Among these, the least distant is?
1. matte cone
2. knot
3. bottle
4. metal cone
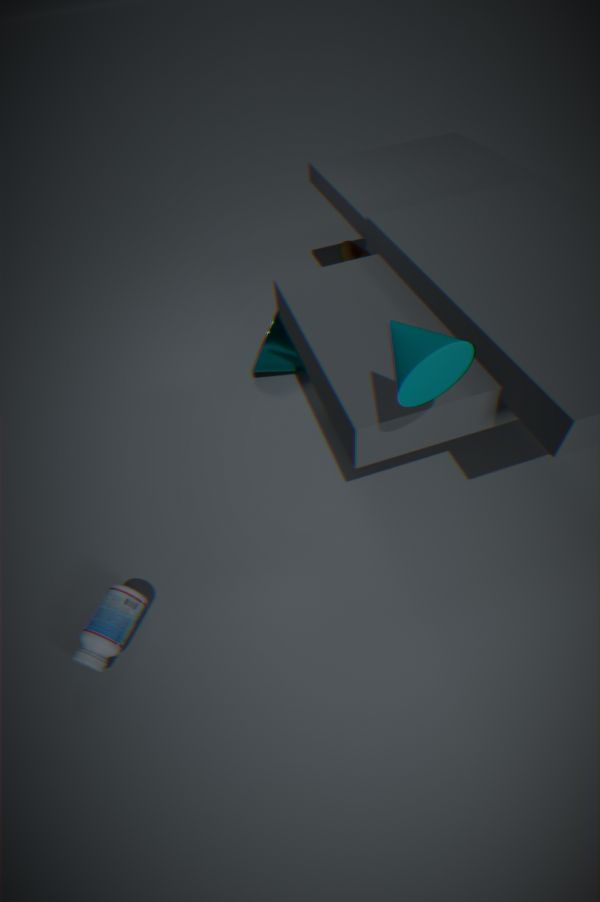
matte cone
